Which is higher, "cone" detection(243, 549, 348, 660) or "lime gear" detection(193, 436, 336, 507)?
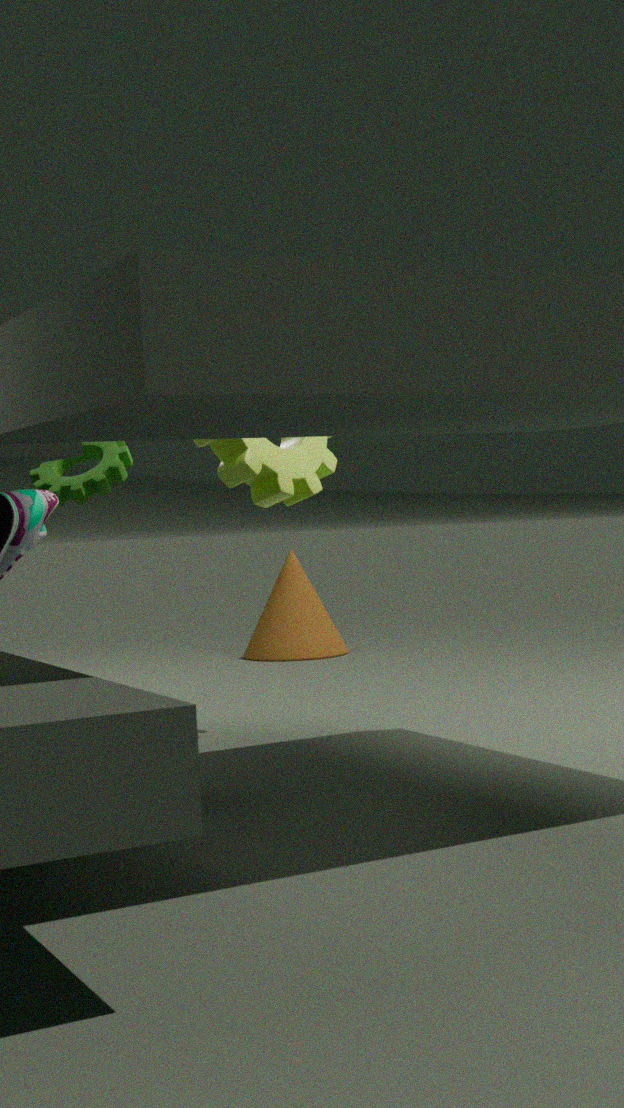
"lime gear" detection(193, 436, 336, 507)
